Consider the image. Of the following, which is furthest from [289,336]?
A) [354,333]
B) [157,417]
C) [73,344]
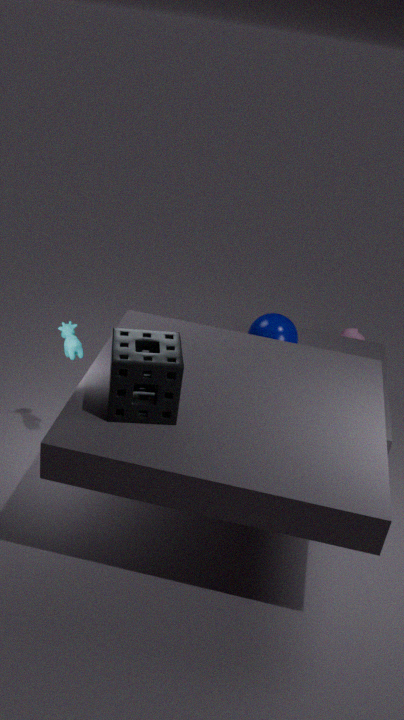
[157,417]
